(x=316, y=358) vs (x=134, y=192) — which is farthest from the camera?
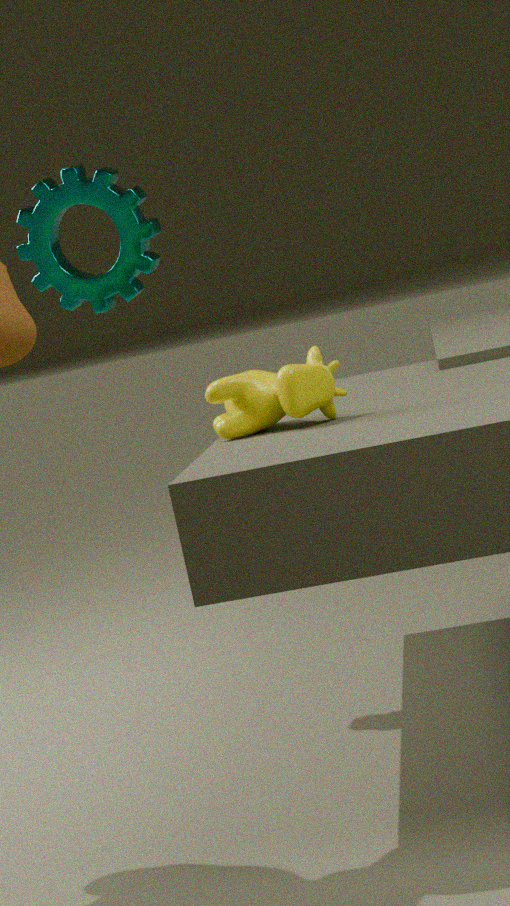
(x=134, y=192)
